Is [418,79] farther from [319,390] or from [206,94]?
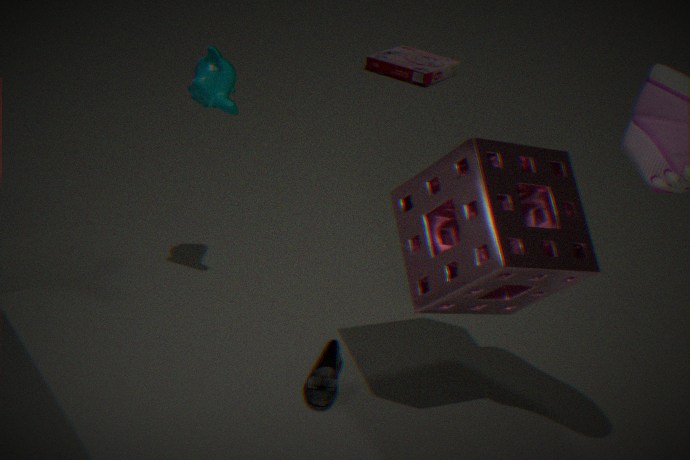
[319,390]
